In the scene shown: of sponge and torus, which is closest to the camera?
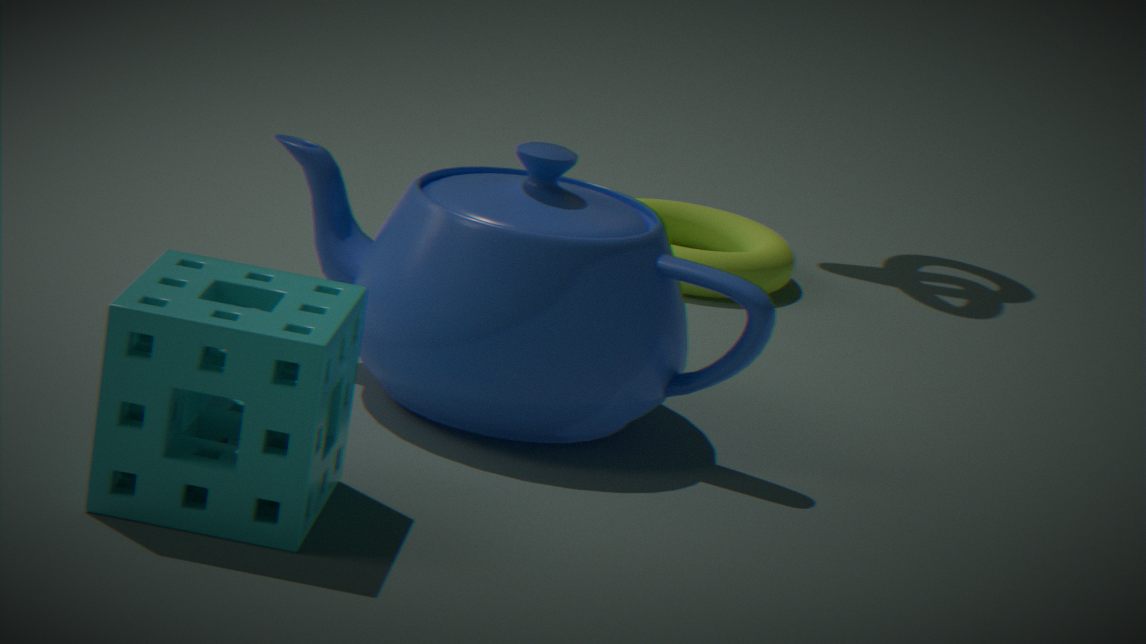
sponge
